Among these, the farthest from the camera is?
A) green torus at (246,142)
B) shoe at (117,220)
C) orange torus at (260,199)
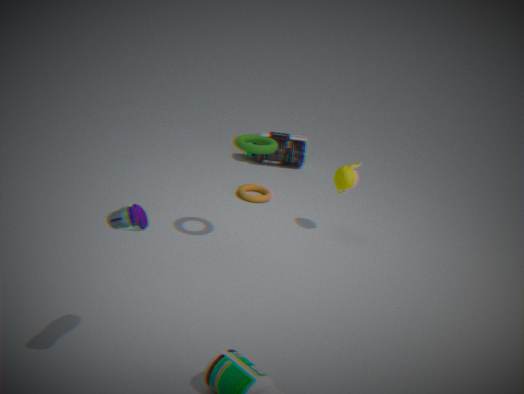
orange torus at (260,199)
